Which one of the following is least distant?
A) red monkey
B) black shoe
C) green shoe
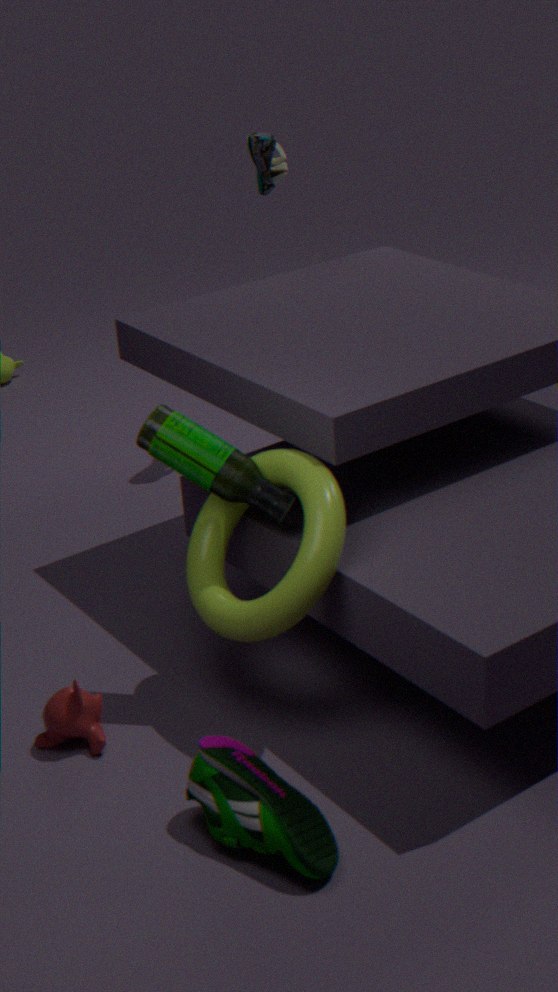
C. green shoe
